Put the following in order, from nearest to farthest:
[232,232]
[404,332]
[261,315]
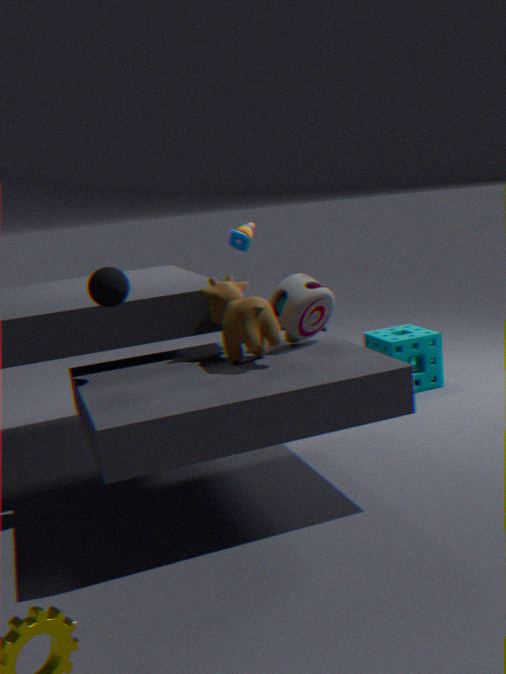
[261,315]
[404,332]
[232,232]
